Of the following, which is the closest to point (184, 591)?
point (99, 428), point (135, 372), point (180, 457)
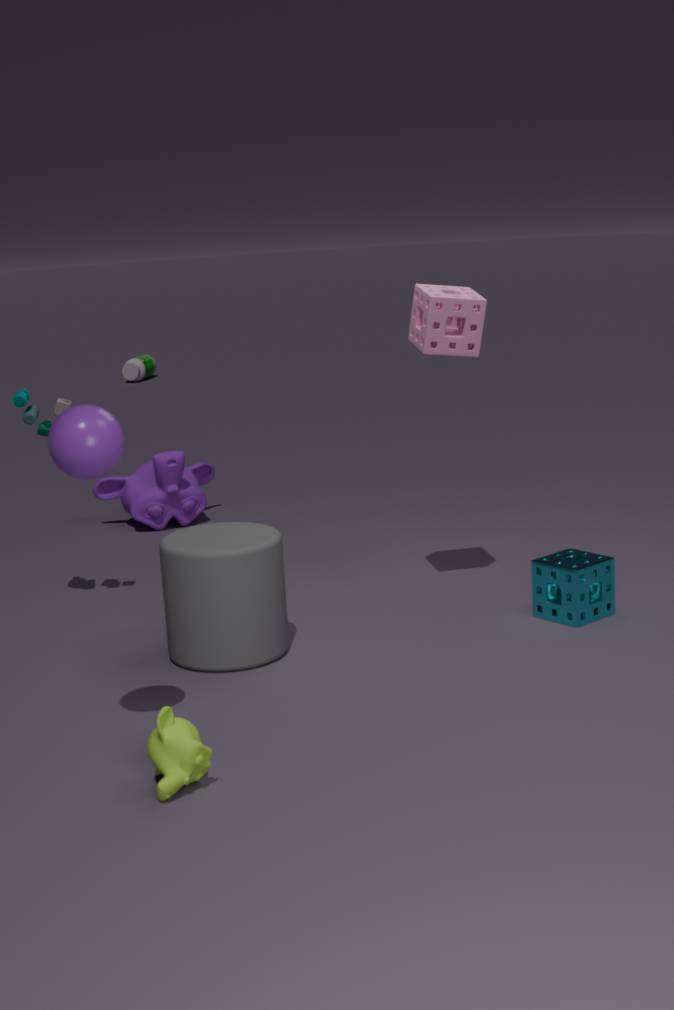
point (99, 428)
